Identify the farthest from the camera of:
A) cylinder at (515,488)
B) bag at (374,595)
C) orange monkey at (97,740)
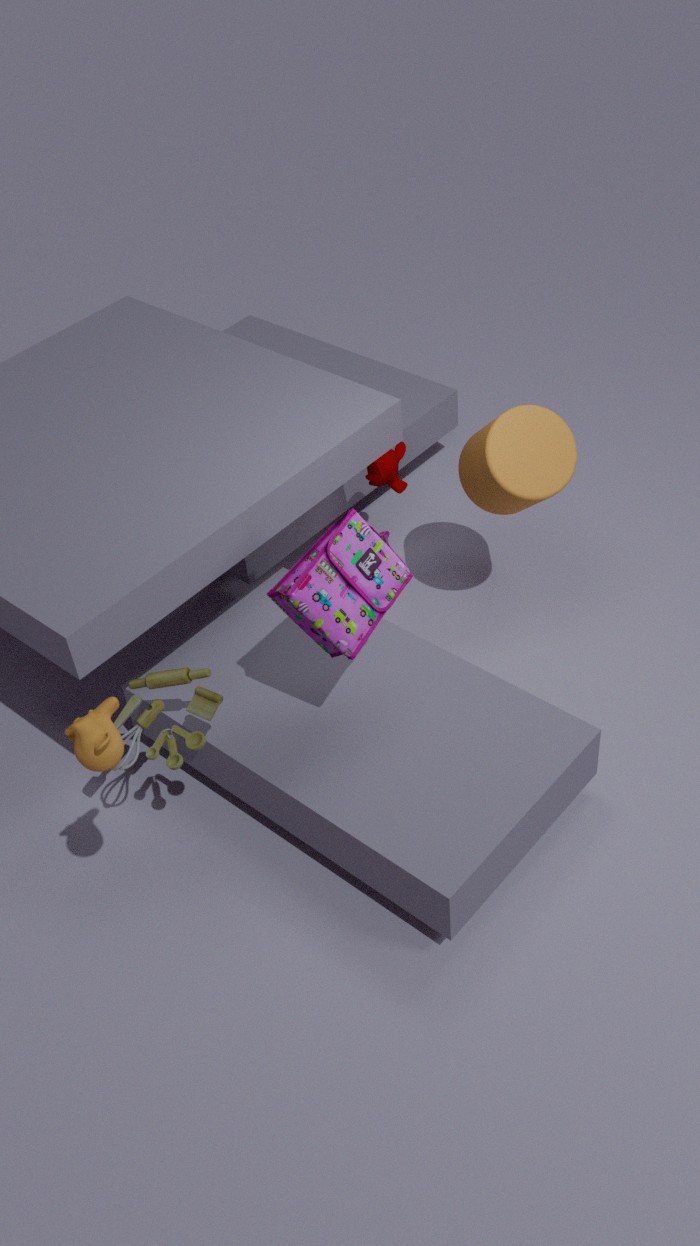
cylinder at (515,488)
